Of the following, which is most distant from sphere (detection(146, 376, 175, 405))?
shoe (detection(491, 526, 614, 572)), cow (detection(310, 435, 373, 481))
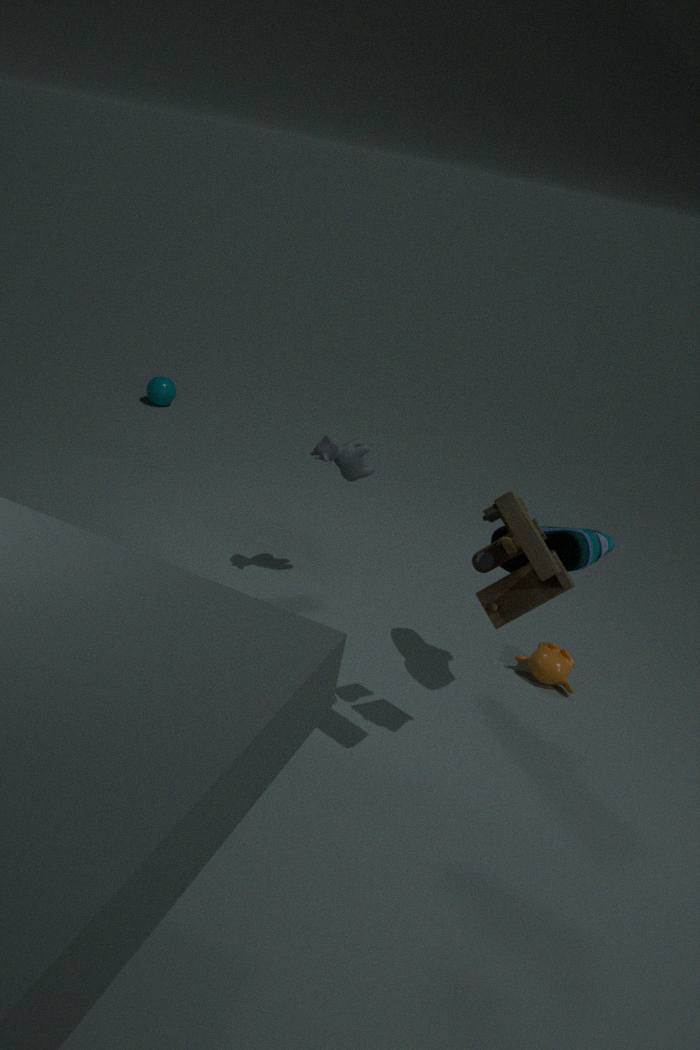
shoe (detection(491, 526, 614, 572))
